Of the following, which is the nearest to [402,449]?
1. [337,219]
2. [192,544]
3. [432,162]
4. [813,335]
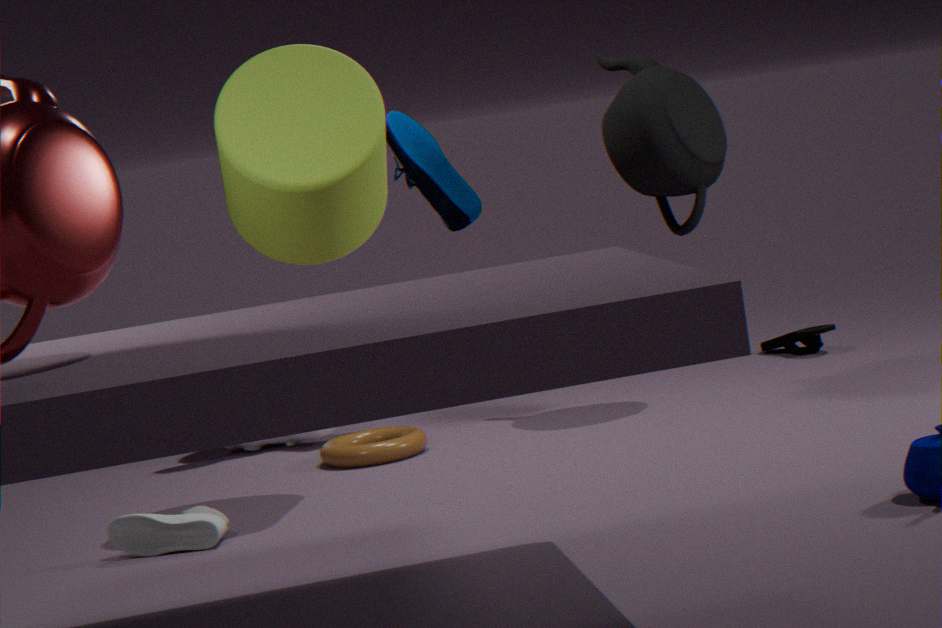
[432,162]
